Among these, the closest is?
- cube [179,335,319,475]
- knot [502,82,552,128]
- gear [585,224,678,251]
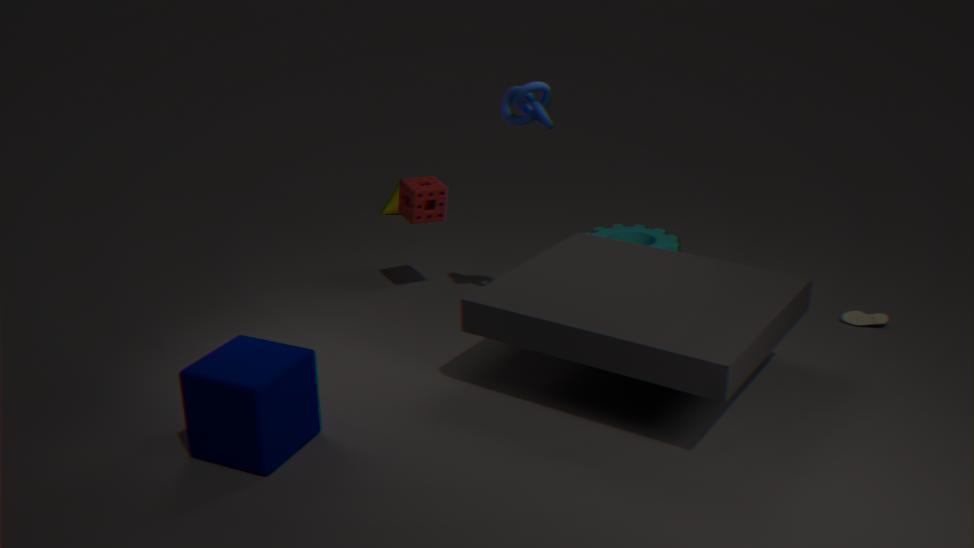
cube [179,335,319,475]
